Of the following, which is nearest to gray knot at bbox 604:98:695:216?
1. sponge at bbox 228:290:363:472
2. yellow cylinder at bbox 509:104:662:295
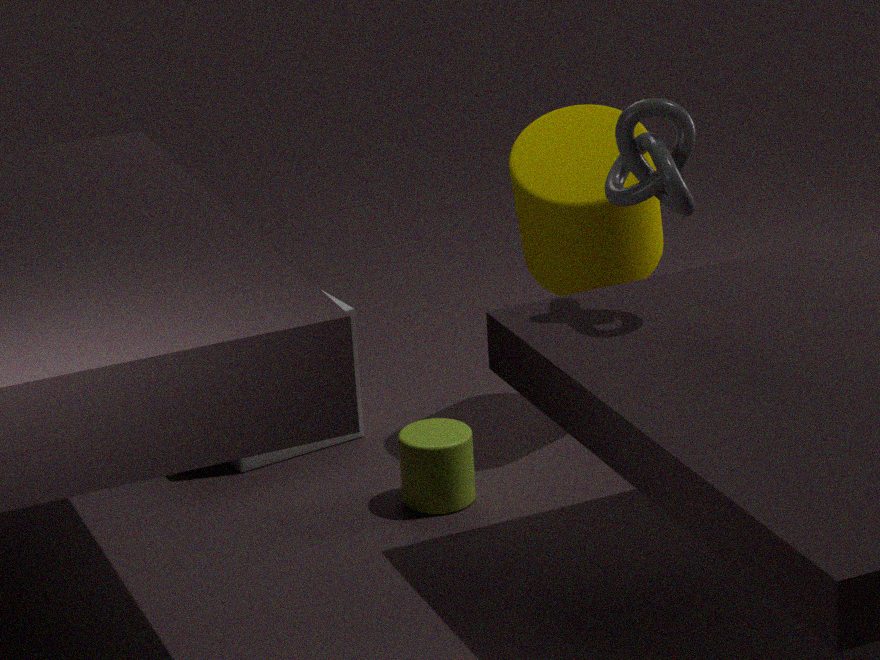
yellow cylinder at bbox 509:104:662:295
